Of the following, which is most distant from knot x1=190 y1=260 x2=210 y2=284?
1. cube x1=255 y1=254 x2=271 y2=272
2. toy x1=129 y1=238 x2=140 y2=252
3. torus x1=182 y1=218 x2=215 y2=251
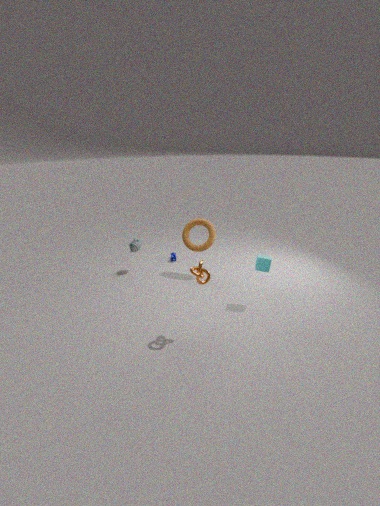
toy x1=129 y1=238 x2=140 y2=252
